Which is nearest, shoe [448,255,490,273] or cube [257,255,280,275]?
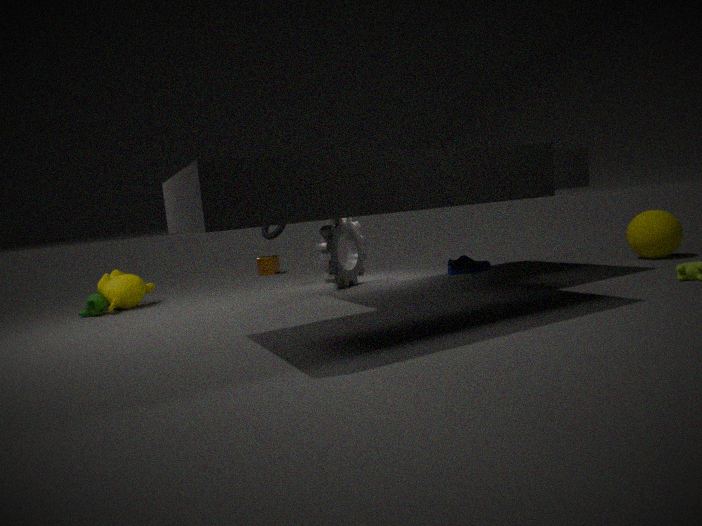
shoe [448,255,490,273]
